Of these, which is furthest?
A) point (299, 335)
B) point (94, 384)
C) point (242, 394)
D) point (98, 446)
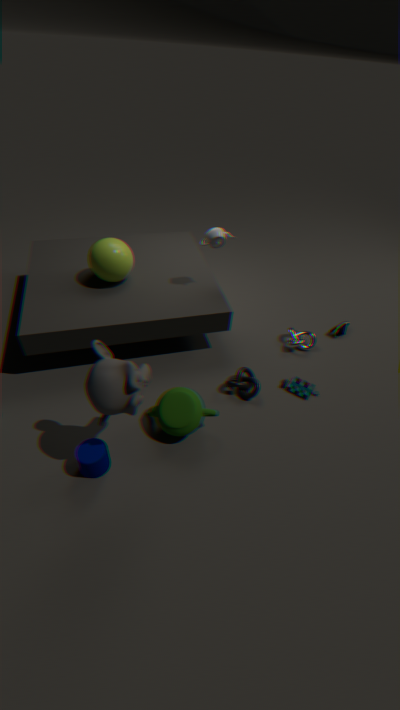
point (299, 335)
